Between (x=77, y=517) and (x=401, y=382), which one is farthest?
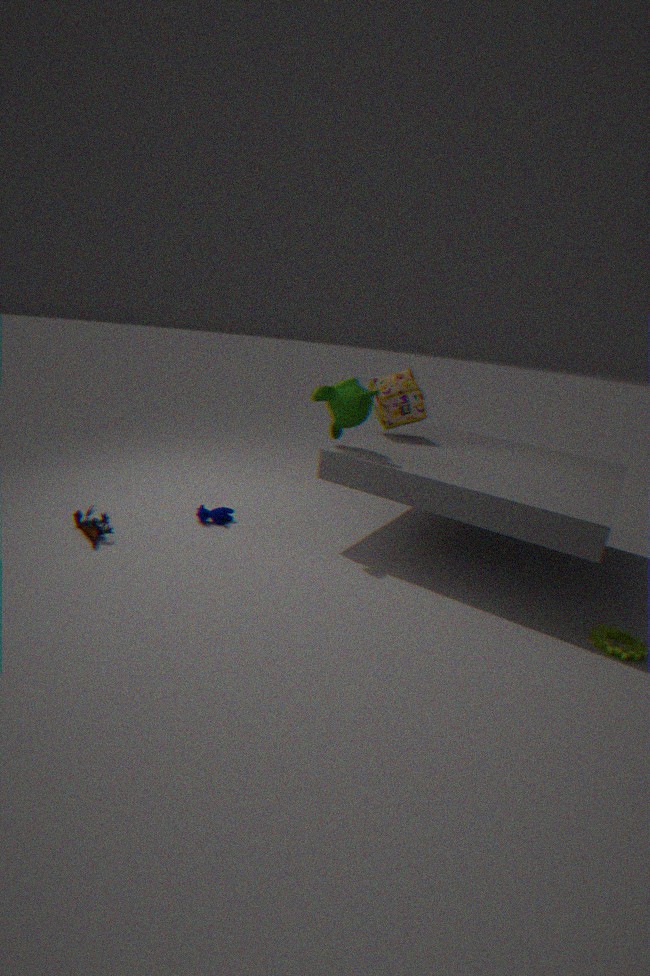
(x=401, y=382)
